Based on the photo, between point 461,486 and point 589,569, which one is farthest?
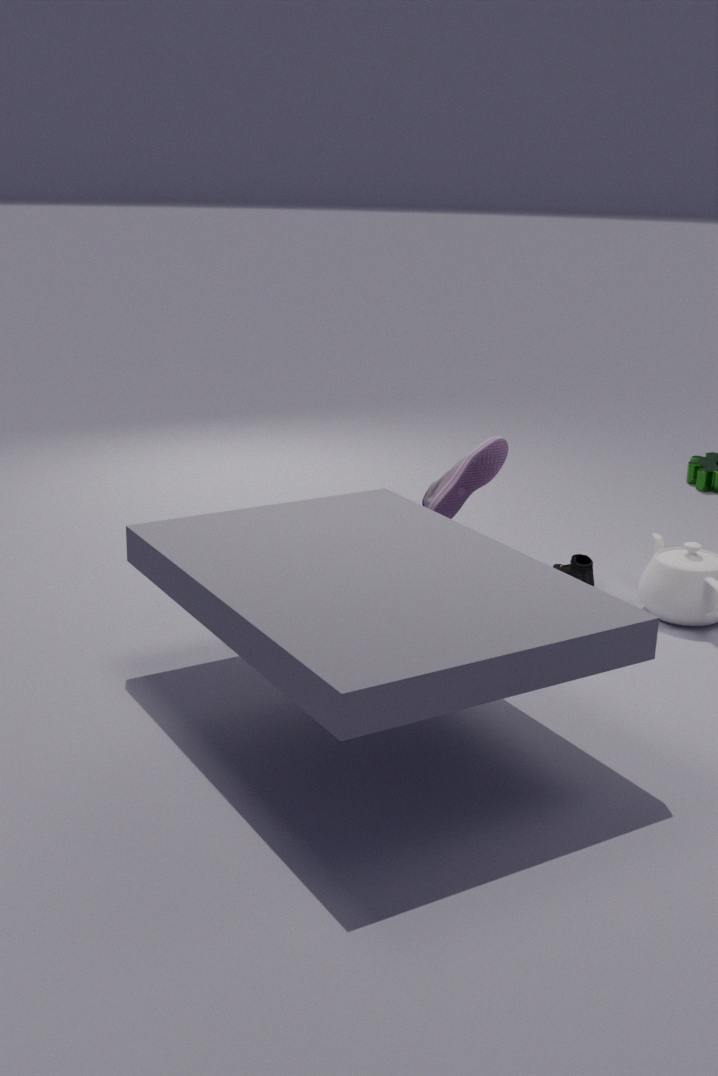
point 589,569
